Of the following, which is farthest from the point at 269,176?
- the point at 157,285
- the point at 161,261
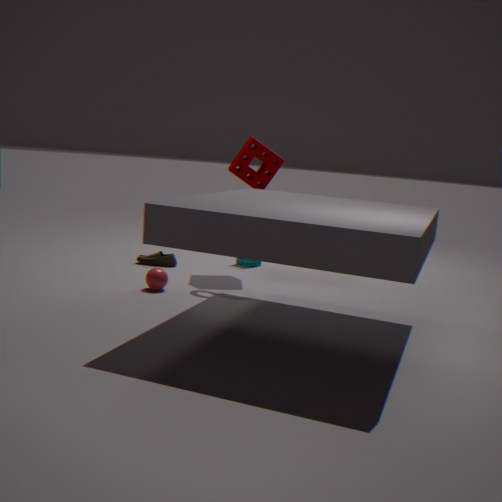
the point at 157,285
